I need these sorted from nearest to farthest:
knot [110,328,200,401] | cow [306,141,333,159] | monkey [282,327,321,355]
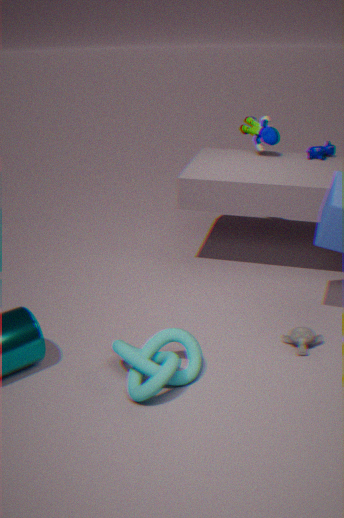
knot [110,328,200,401] → monkey [282,327,321,355] → cow [306,141,333,159]
